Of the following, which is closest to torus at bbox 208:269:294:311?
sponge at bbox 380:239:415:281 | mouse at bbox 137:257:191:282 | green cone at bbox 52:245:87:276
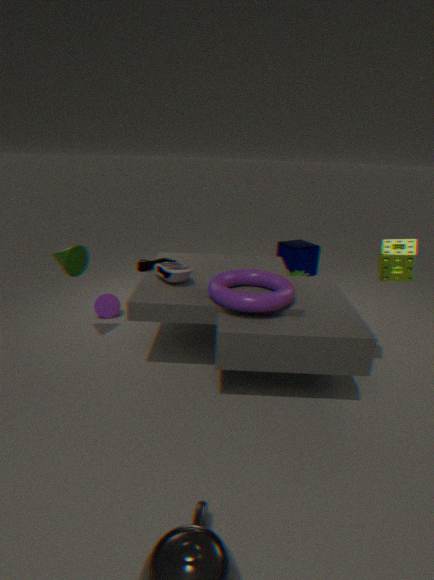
mouse at bbox 137:257:191:282
